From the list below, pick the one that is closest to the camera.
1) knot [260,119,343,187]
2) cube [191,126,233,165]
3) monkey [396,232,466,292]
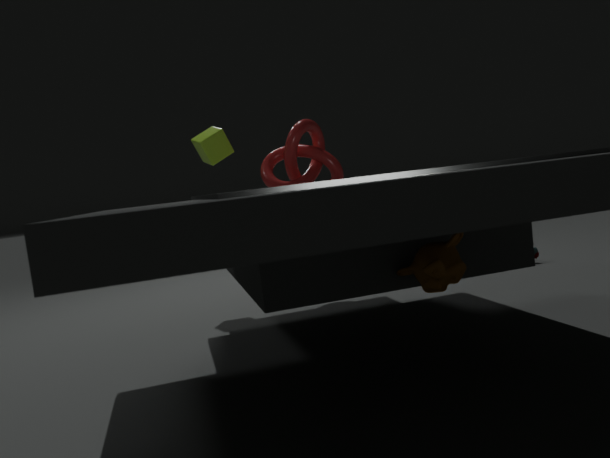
3. monkey [396,232,466,292]
